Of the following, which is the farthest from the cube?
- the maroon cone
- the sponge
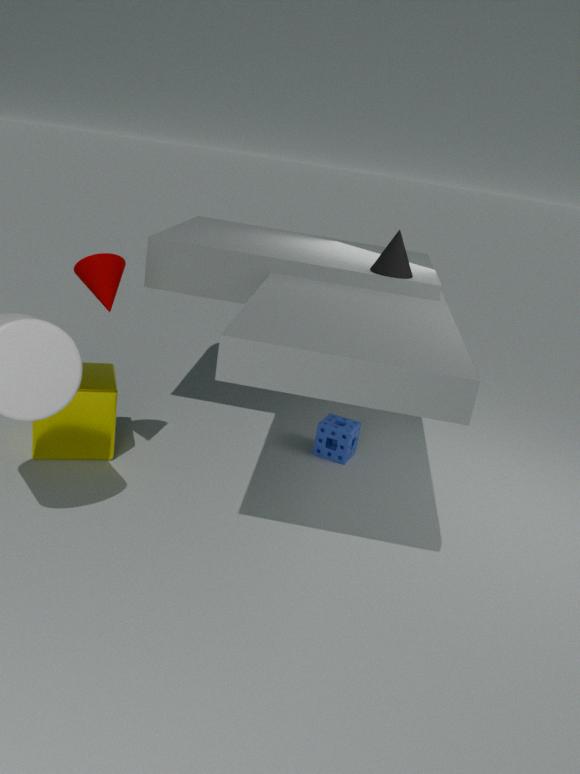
the sponge
